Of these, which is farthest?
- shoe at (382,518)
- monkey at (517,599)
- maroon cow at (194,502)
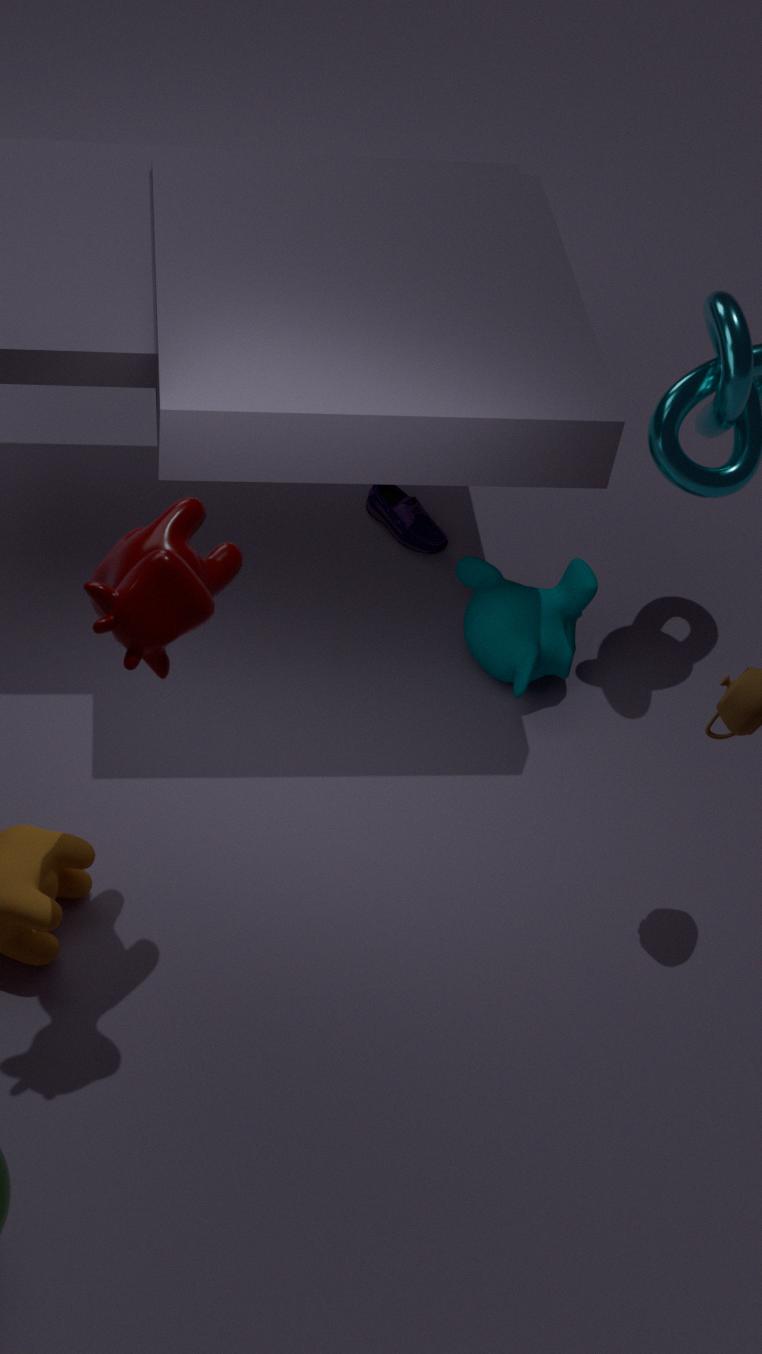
shoe at (382,518)
